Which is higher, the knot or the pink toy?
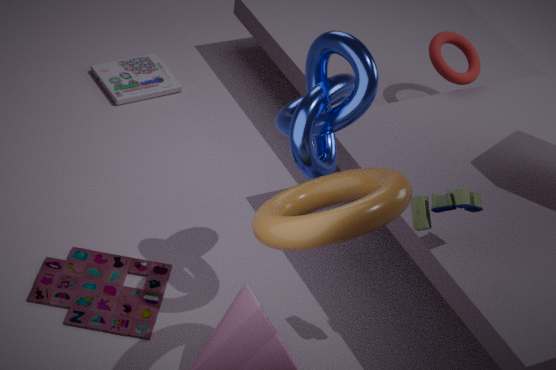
the knot
